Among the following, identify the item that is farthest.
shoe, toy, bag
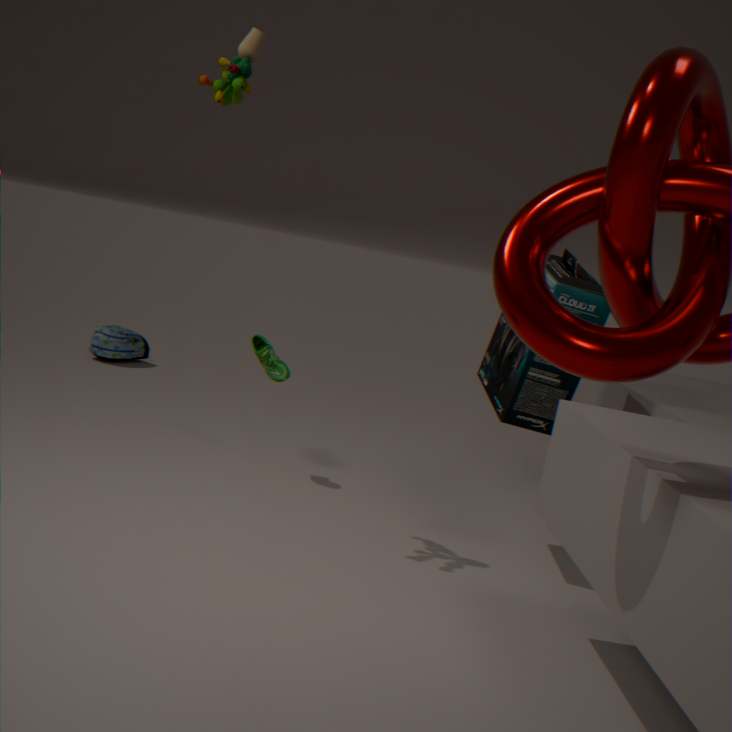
bag
